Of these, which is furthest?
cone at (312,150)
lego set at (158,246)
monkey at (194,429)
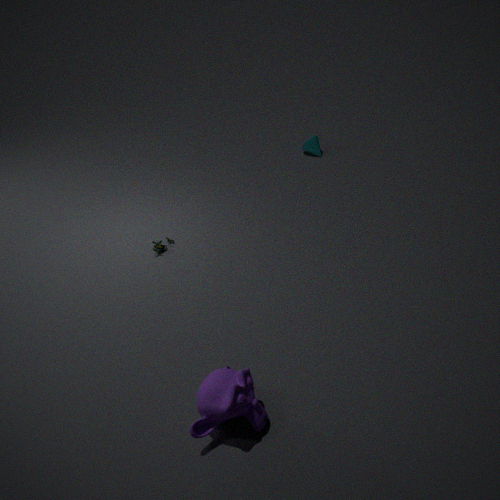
cone at (312,150)
